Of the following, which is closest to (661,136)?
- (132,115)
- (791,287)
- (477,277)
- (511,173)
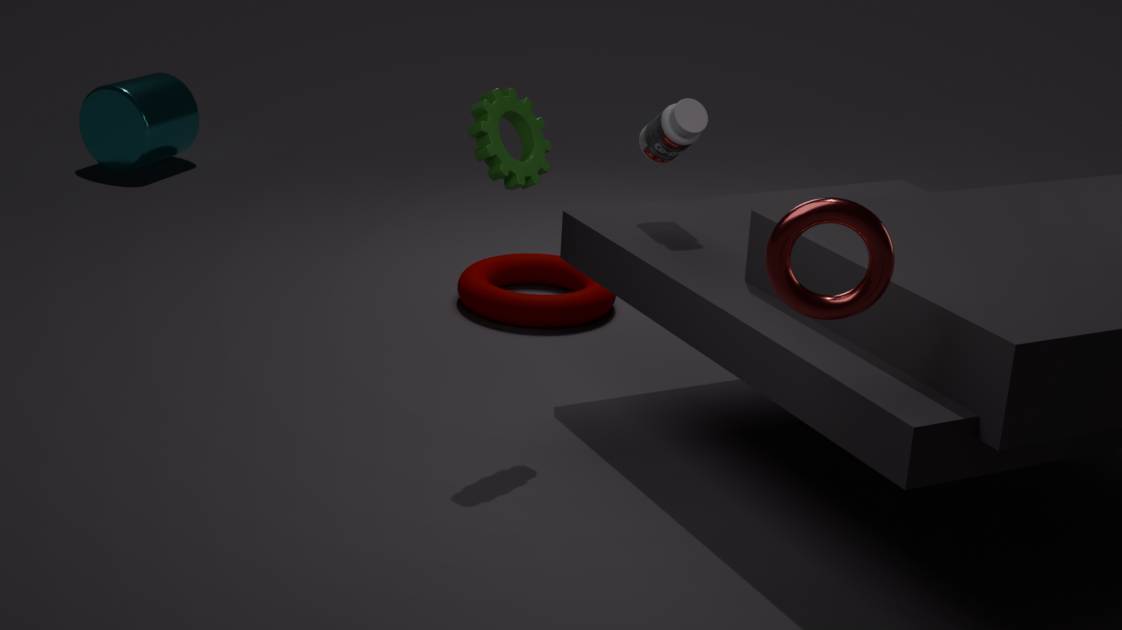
(511,173)
